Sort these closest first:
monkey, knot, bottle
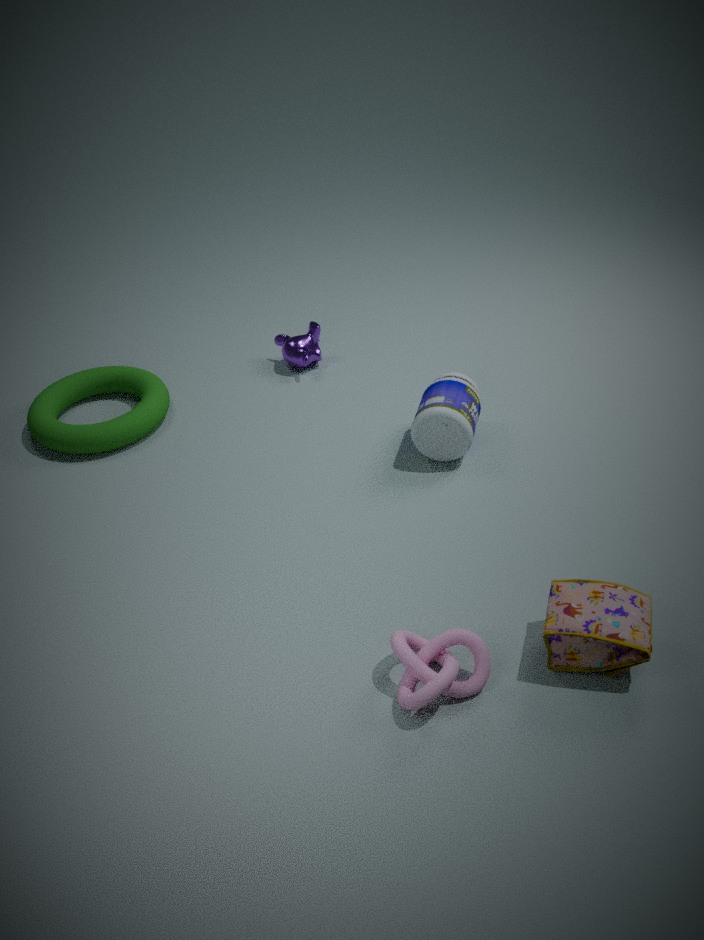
knot, bottle, monkey
